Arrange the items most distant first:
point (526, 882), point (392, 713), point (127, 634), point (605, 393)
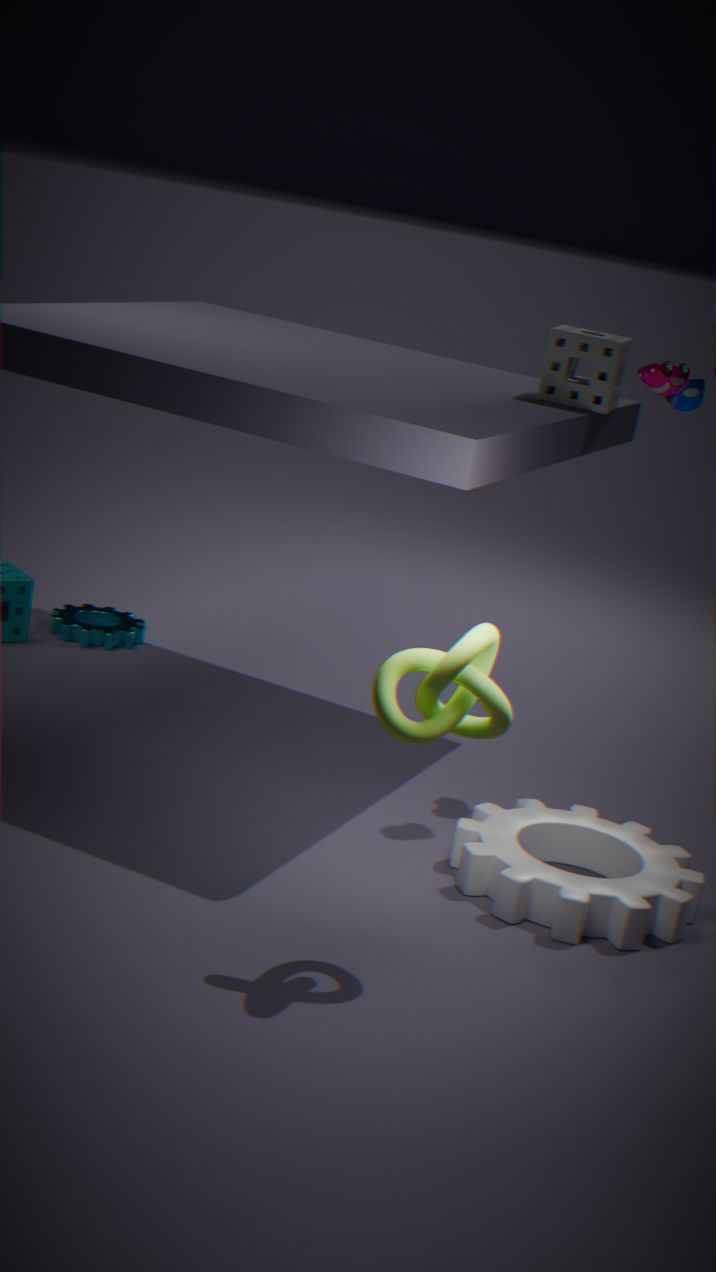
point (127, 634) → point (605, 393) → point (526, 882) → point (392, 713)
